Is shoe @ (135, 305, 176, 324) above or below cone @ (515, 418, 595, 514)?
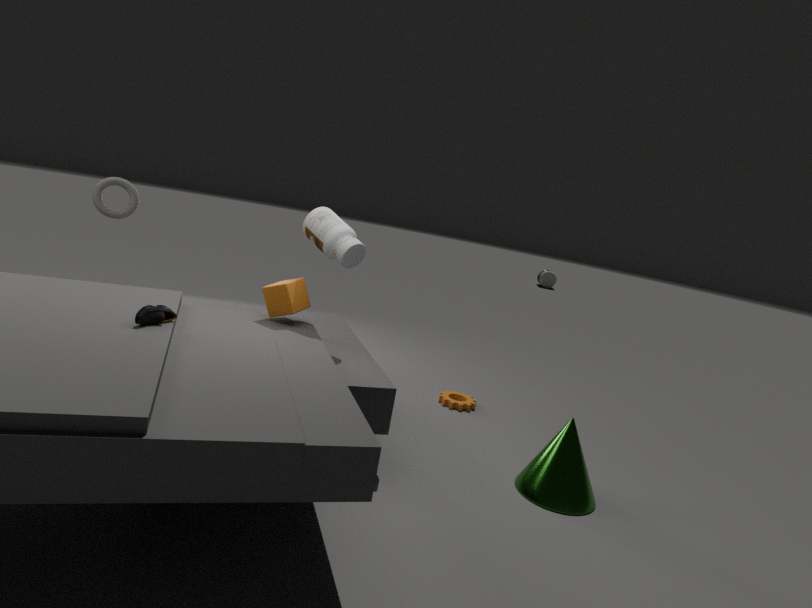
above
